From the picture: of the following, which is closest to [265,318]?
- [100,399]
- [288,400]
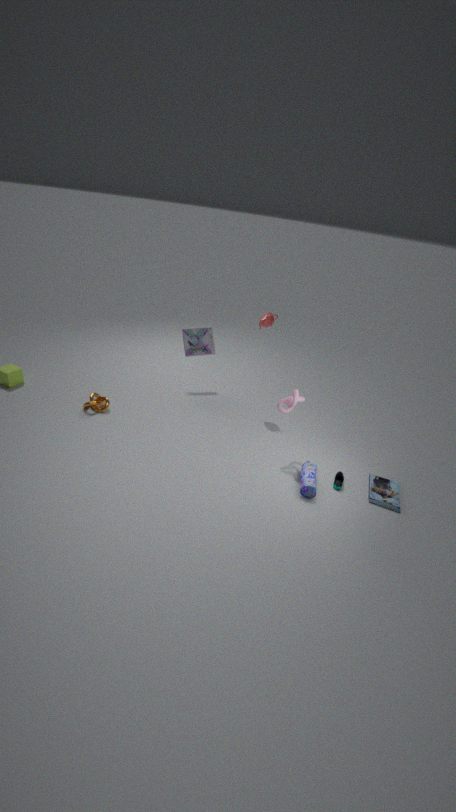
[288,400]
